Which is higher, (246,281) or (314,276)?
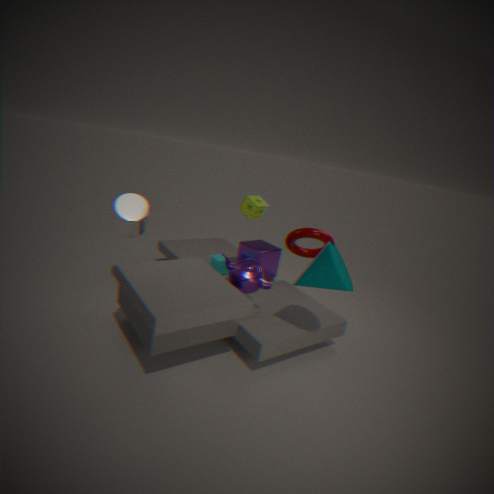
(314,276)
